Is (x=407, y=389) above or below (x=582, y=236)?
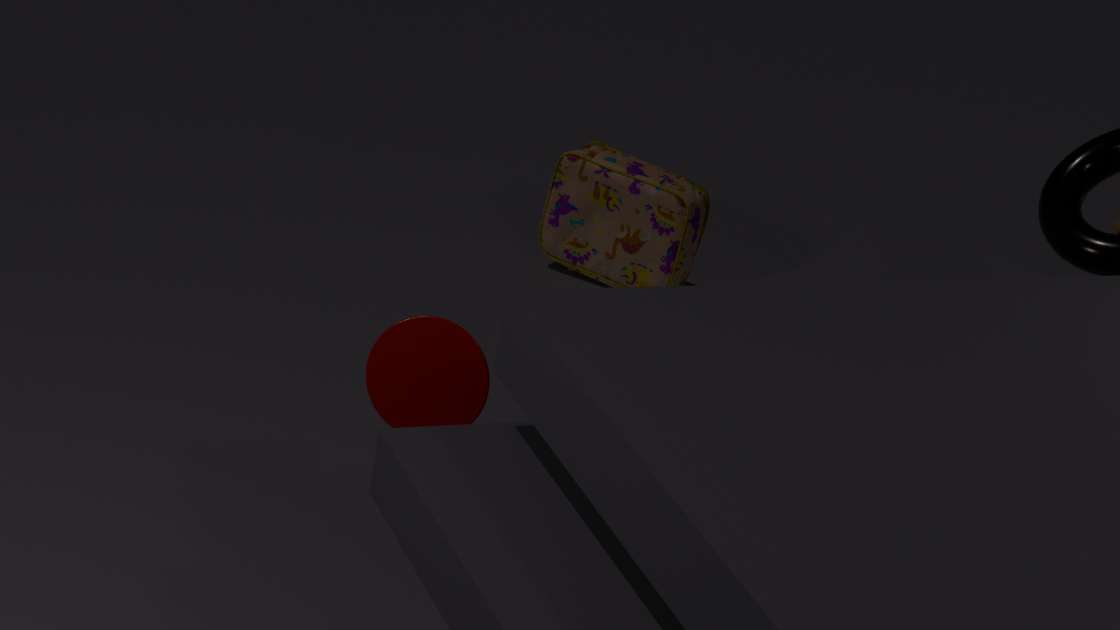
above
